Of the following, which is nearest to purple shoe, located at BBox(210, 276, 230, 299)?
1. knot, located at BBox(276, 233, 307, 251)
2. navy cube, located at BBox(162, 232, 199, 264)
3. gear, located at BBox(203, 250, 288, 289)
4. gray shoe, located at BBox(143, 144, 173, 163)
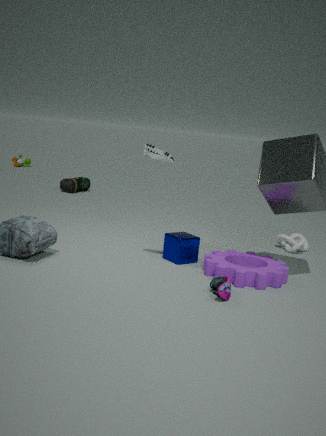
gear, located at BBox(203, 250, 288, 289)
